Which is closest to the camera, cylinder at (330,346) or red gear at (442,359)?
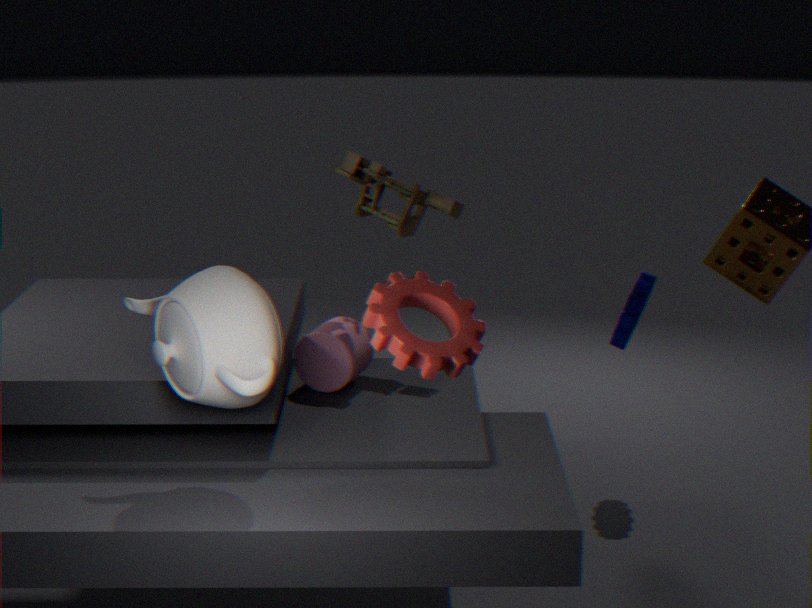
red gear at (442,359)
